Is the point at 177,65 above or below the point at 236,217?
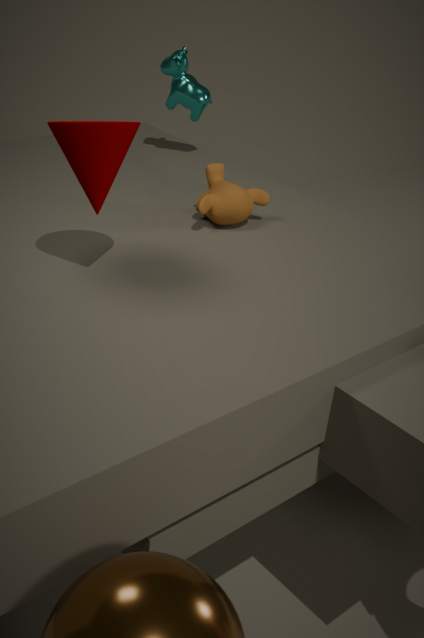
above
